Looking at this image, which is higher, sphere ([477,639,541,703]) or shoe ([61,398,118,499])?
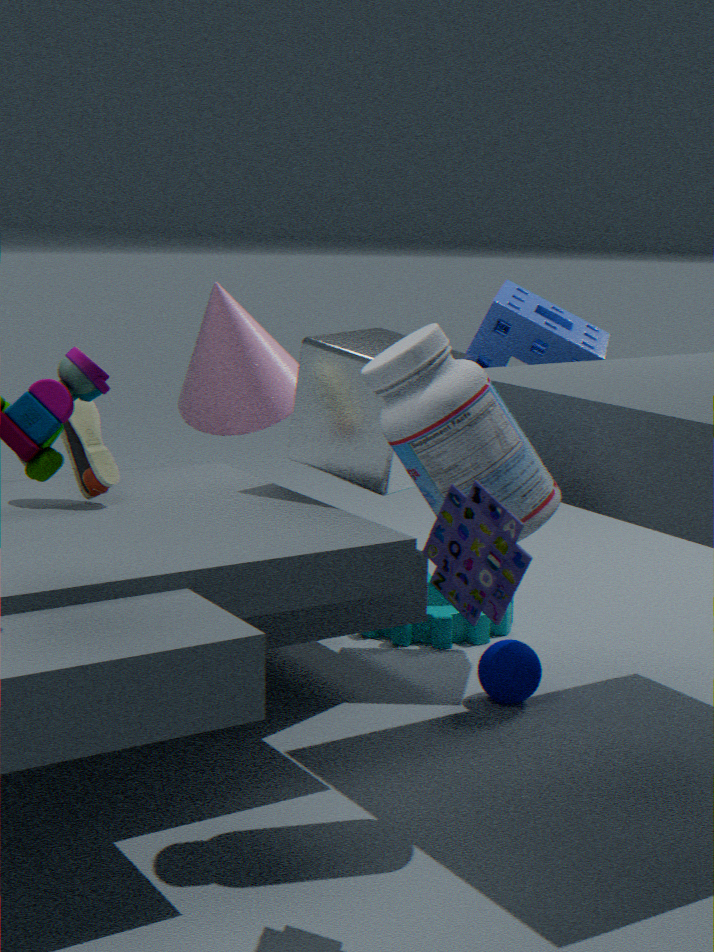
shoe ([61,398,118,499])
